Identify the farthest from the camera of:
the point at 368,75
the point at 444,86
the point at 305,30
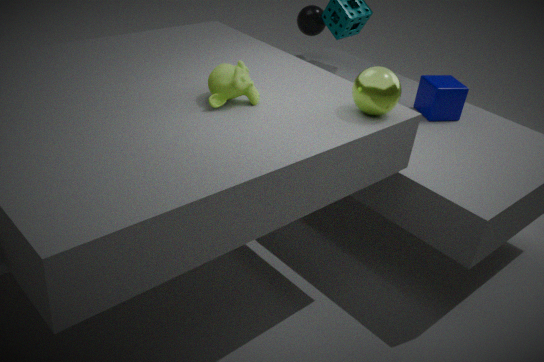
the point at 305,30
